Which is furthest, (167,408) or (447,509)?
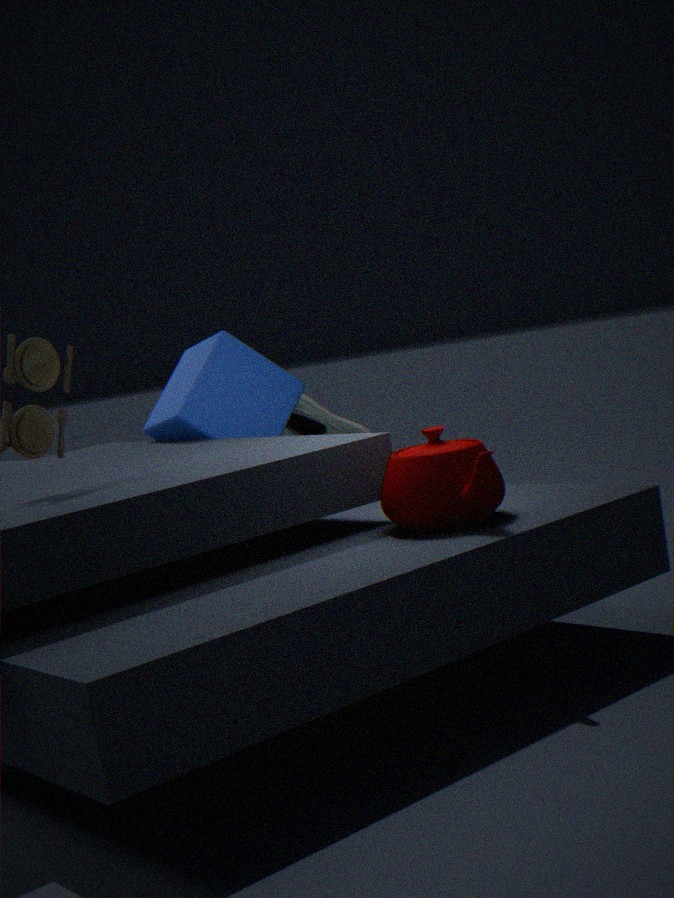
(167,408)
